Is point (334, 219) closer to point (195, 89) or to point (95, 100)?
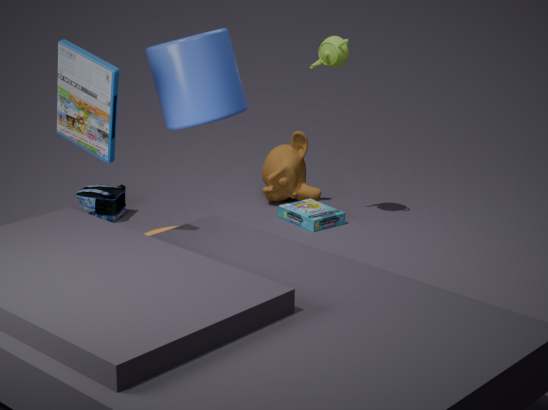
point (195, 89)
